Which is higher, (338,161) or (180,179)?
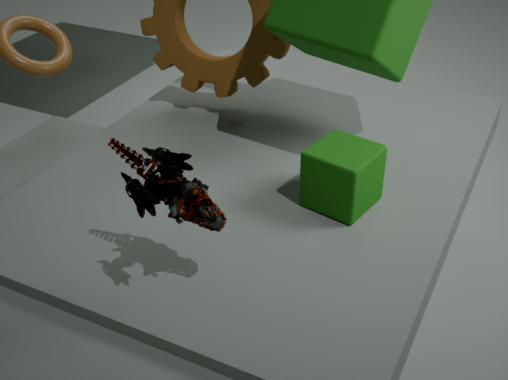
(180,179)
